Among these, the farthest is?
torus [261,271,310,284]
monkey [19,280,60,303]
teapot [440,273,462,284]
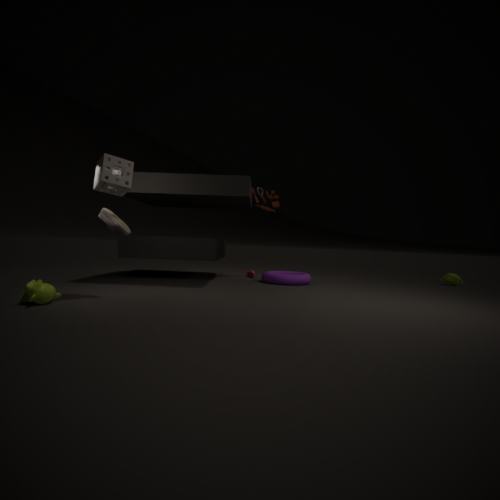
teapot [440,273,462,284]
